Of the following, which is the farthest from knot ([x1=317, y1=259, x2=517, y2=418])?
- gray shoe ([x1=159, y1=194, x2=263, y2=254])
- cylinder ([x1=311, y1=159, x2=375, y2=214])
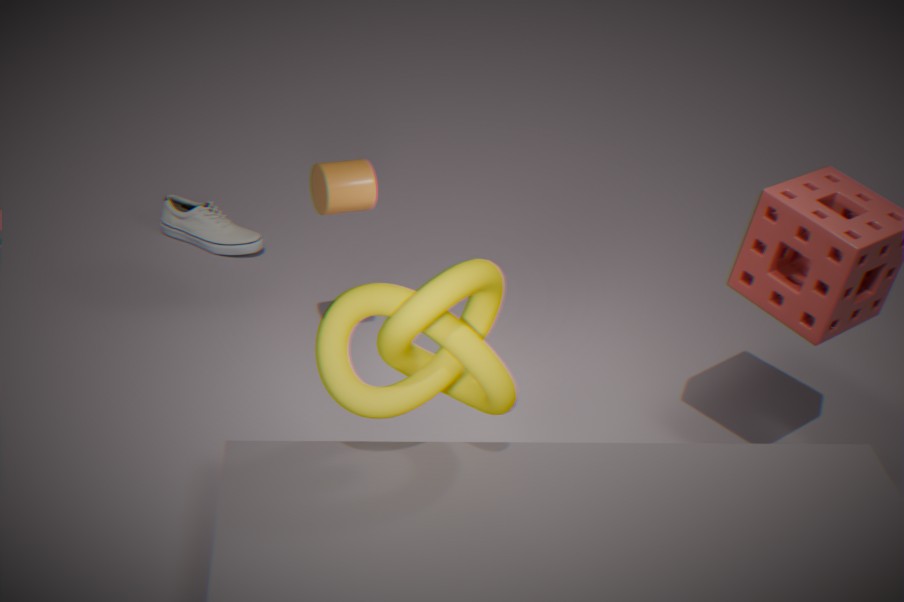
gray shoe ([x1=159, y1=194, x2=263, y2=254])
